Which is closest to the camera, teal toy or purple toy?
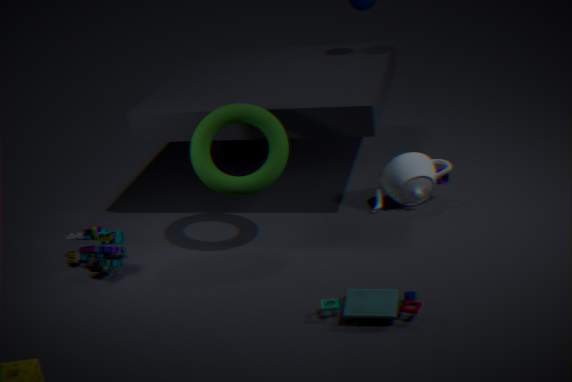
teal toy
